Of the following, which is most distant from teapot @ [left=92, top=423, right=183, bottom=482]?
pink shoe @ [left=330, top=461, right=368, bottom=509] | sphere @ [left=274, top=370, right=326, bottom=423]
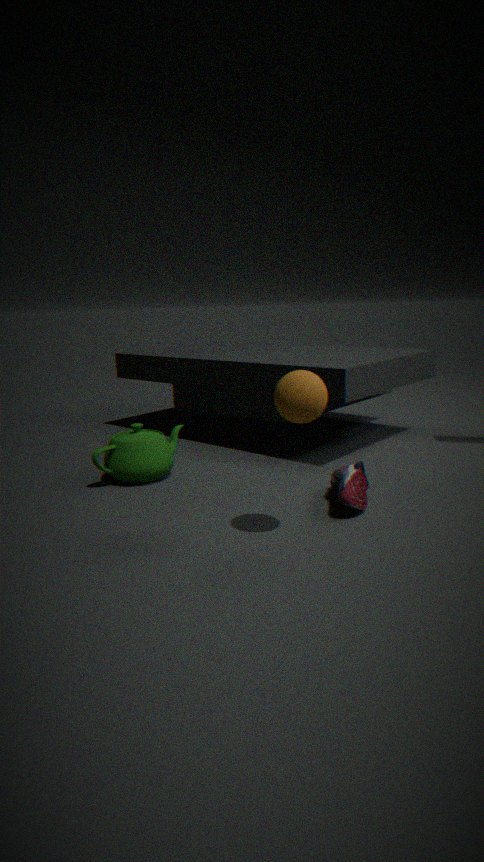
sphere @ [left=274, top=370, right=326, bottom=423]
